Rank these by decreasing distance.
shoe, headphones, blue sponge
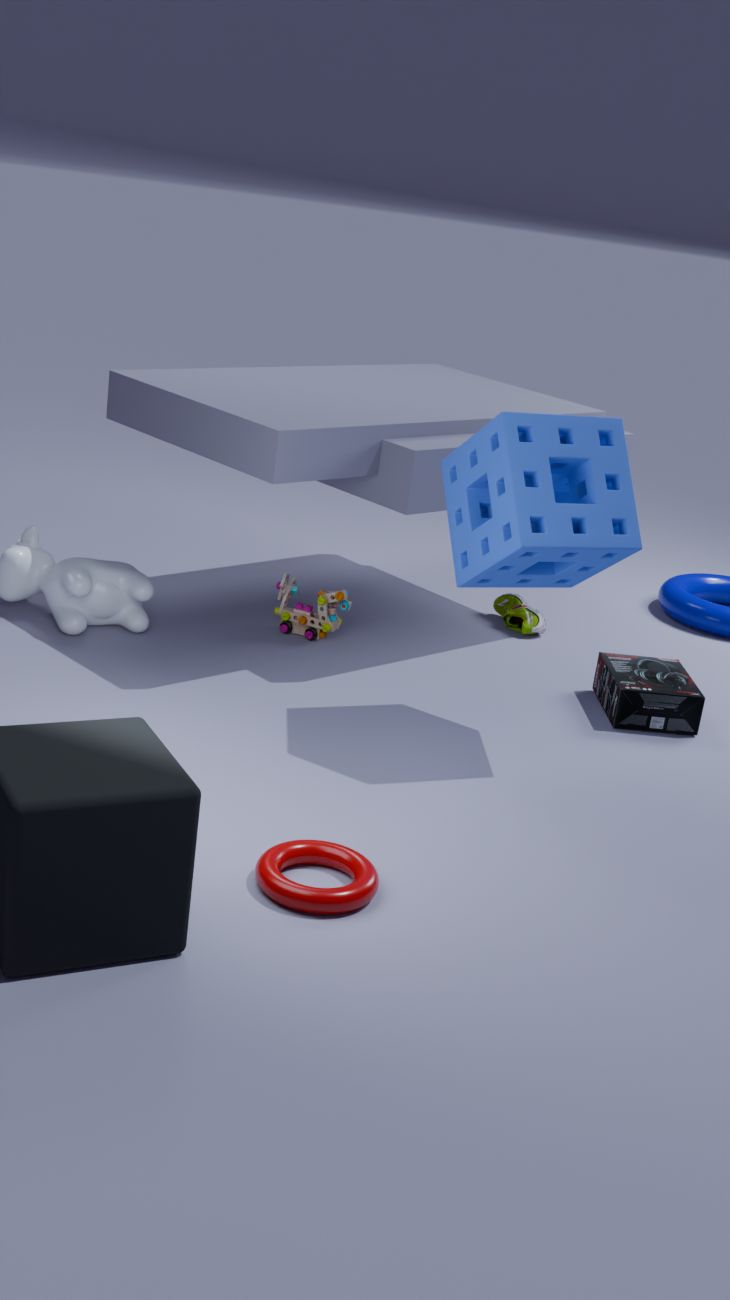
1. shoe
2. headphones
3. blue sponge
